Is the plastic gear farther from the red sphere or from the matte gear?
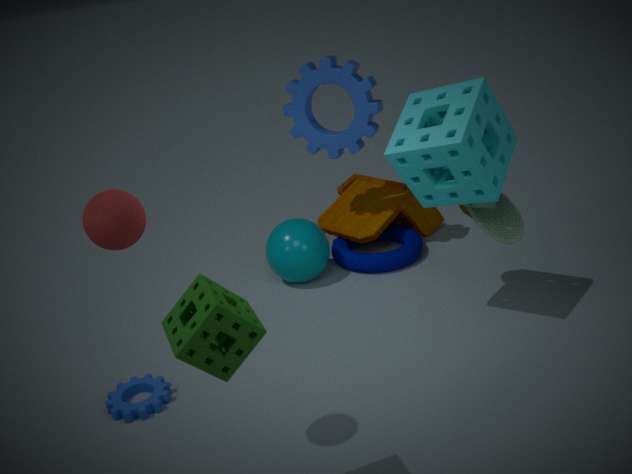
the red sphere
